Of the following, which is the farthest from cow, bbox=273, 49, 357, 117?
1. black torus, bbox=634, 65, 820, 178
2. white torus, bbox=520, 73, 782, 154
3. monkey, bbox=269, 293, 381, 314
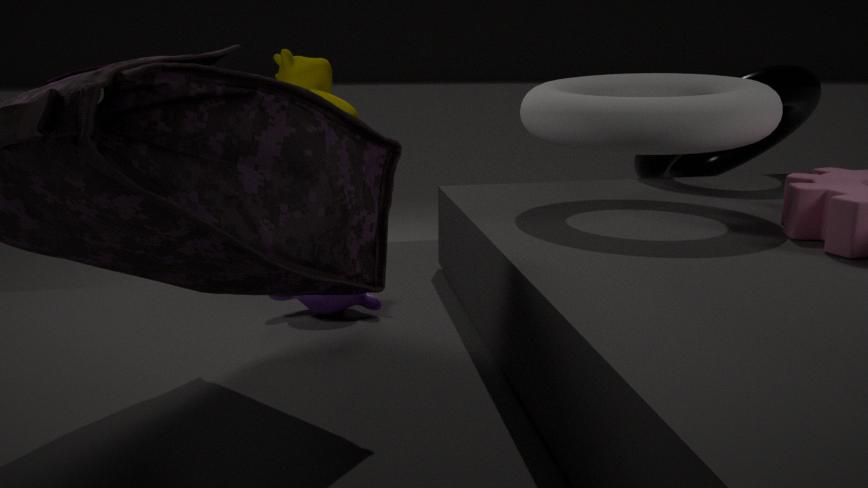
black torus, bbox=634, 65, 820, 178
